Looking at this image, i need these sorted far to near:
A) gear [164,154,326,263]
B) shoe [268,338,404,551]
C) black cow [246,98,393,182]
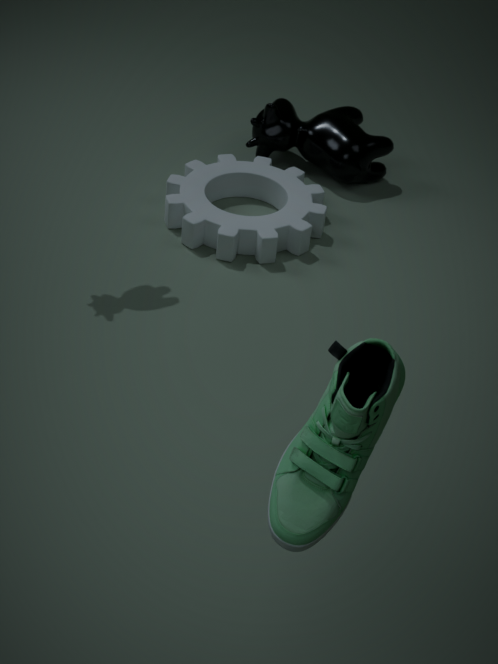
1. black cow [246,98,393,182]
2. gear [164,154,326,263]
3. shoe [268,338,404,551]
